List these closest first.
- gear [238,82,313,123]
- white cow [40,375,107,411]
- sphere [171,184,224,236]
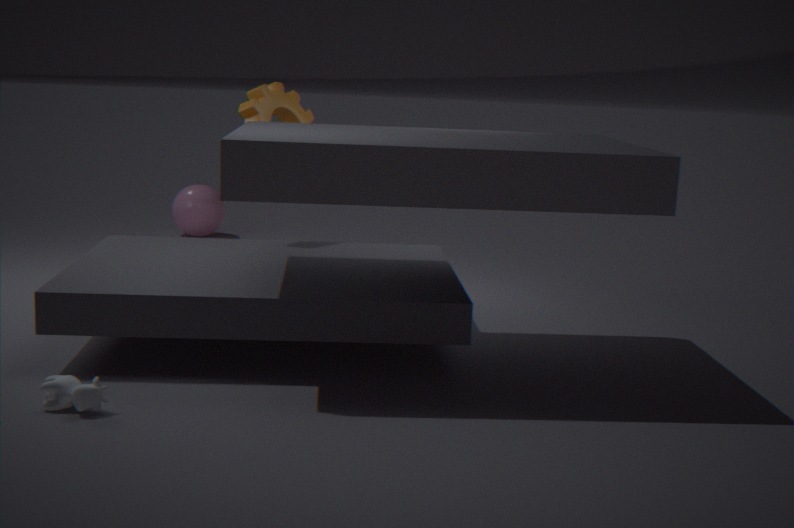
white cow [40,375,107,411] → gear [238,82,313,123] → sphere [171,184,224,236]
